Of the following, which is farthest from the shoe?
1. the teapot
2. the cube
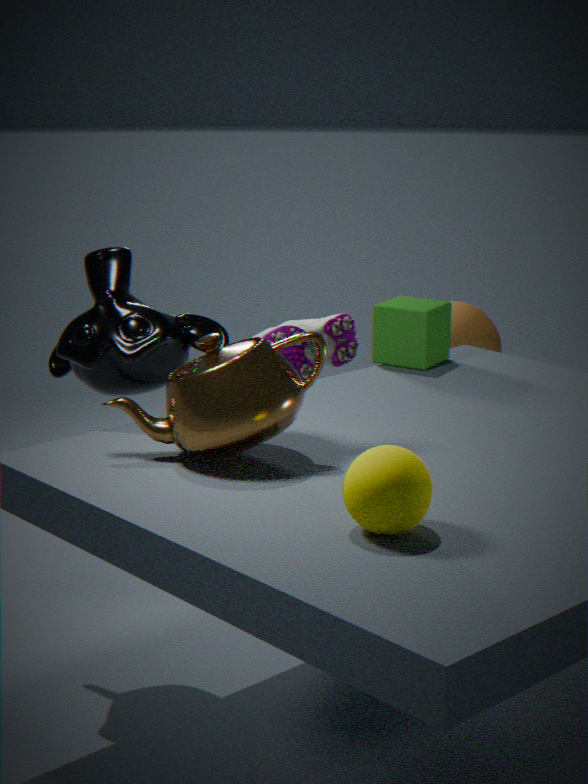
the teapot
